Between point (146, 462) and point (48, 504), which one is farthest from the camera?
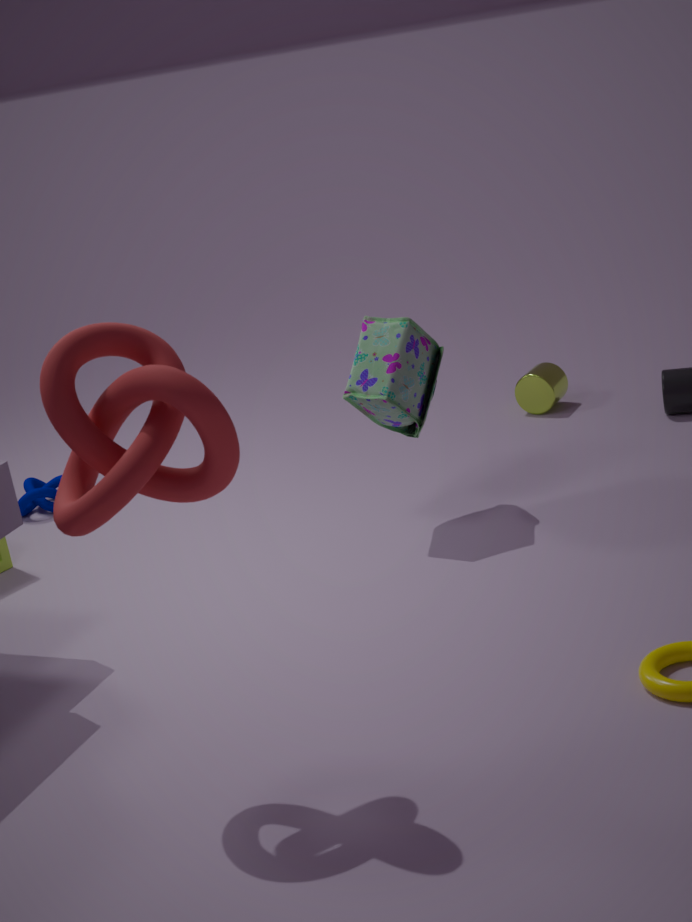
point (48, 504)
